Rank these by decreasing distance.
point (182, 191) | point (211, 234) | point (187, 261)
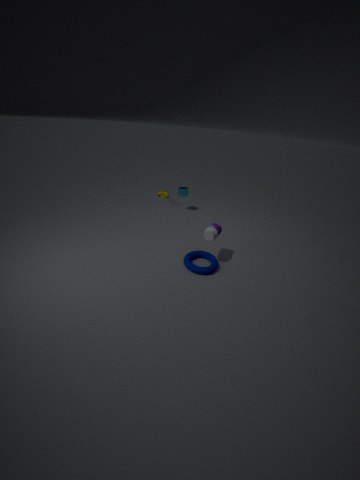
point (182, 191) < point (187, 261) < point (211, 234)
